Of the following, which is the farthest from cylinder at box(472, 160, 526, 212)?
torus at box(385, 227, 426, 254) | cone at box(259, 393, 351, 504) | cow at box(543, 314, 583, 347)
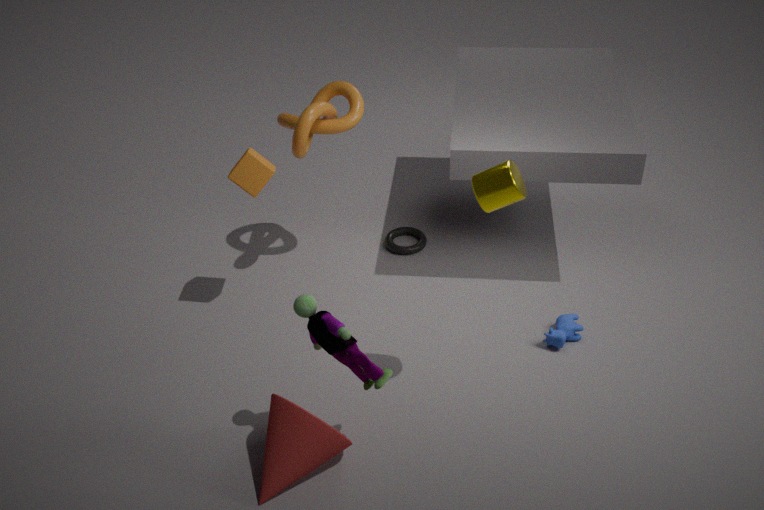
torus at box(385, 227, 426, 254)
